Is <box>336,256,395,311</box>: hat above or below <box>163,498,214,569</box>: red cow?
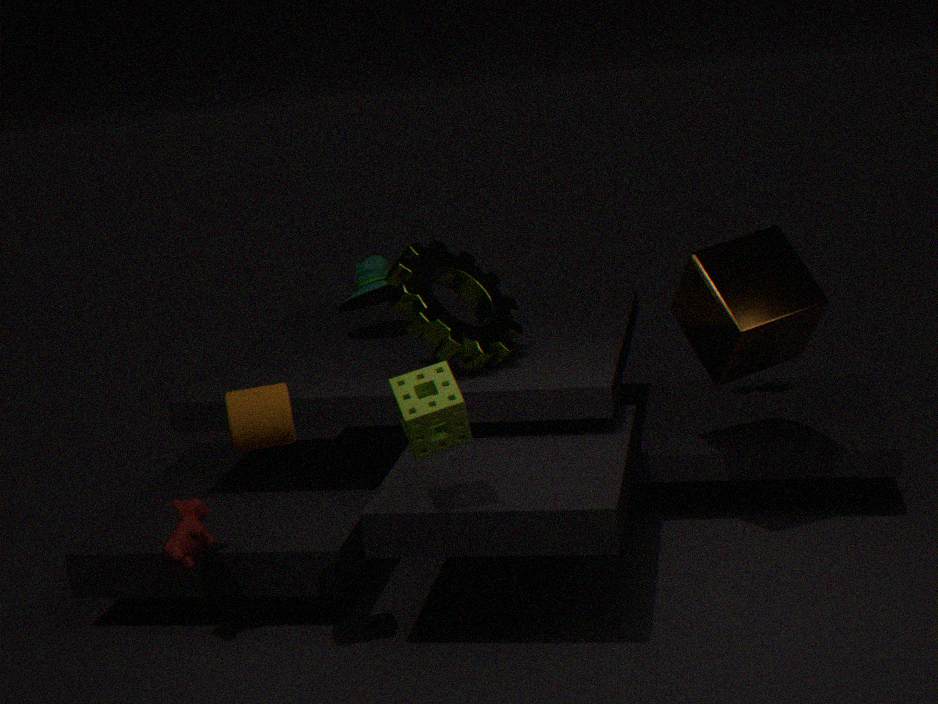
above
